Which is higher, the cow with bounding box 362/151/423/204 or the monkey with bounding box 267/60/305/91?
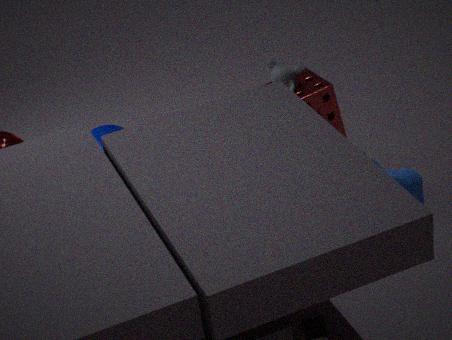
the monkey with bounding box 267/60/305/91
